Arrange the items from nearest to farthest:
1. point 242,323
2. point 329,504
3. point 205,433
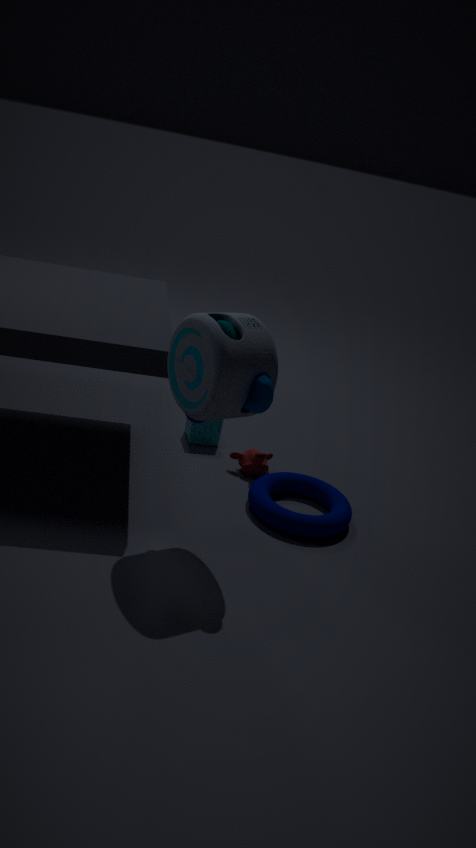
point 242,323 < point 329,504 < point 205,433
